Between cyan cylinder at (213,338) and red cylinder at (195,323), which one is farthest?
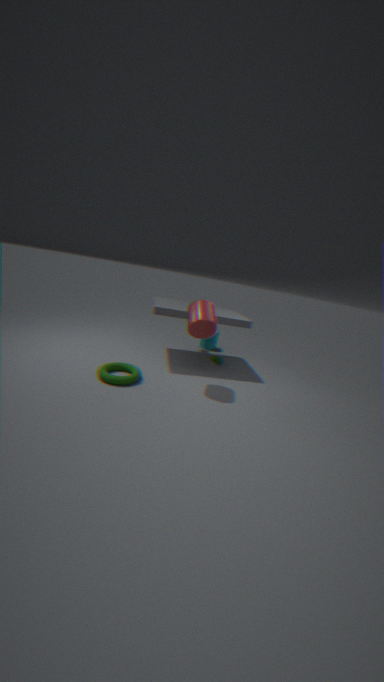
cyan cylinder at (213,338)
